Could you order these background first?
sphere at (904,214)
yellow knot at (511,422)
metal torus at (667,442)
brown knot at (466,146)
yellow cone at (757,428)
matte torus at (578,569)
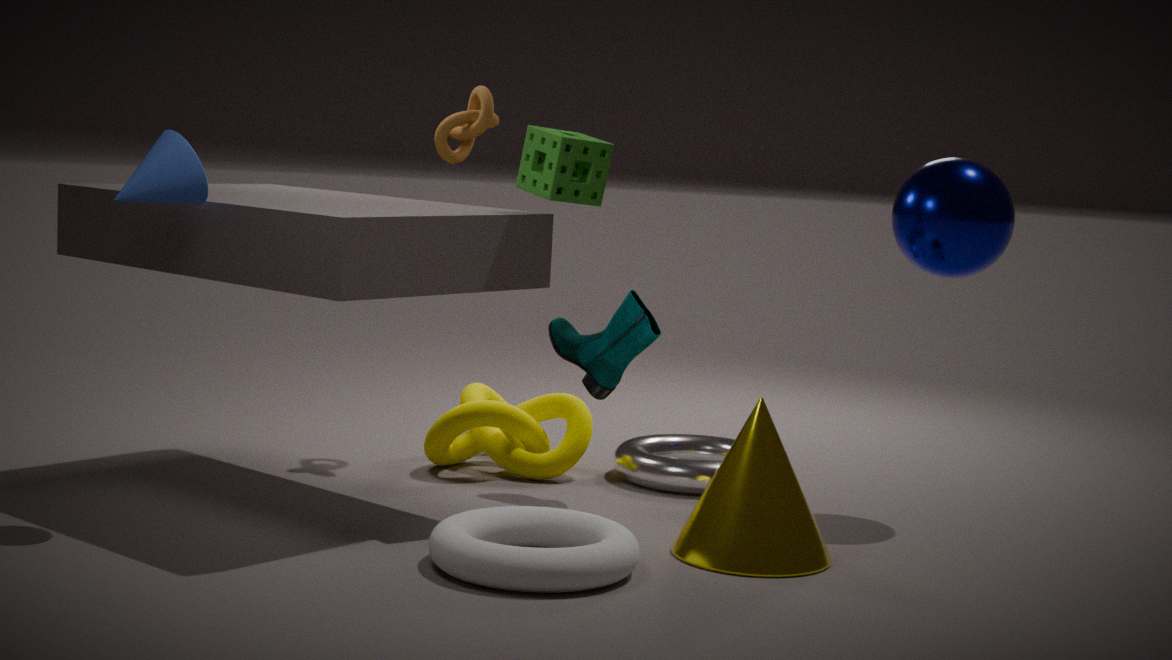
1. brown knot at (466,146)
2. yellow knot at (511,422)
3. metal torus at (667,442)
4. sphere at (904,214)
5. yellow cone at (757,428)
6. matte torus at (578,569)
